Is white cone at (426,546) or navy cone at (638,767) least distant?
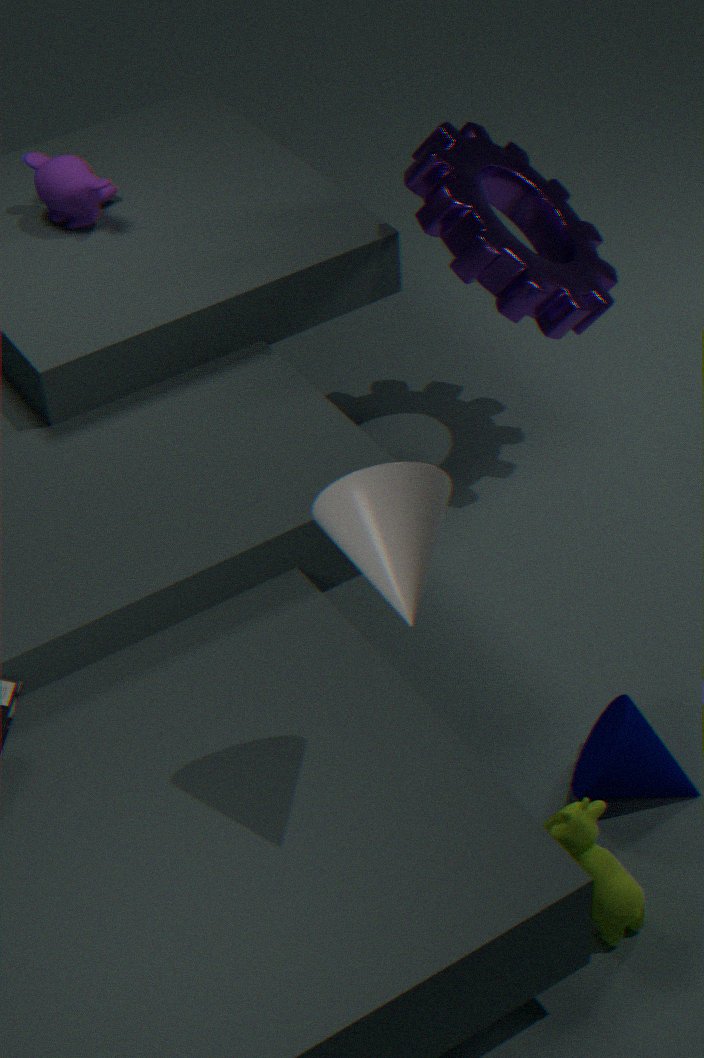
white cone at (426,546)
